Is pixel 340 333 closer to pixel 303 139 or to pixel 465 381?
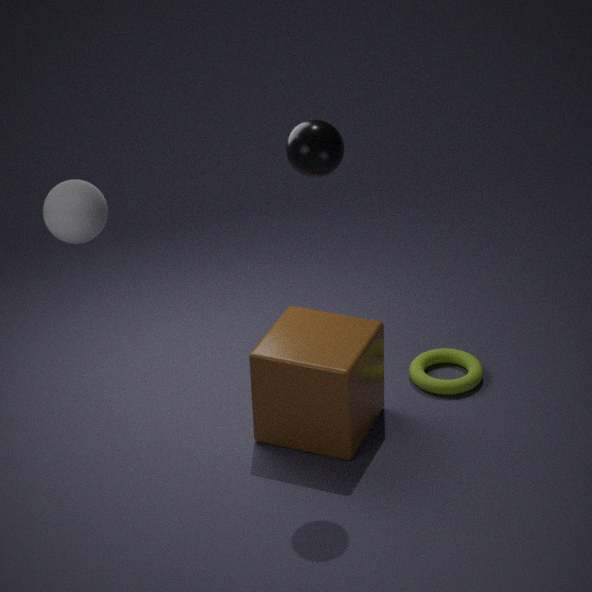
pixel 465 381
